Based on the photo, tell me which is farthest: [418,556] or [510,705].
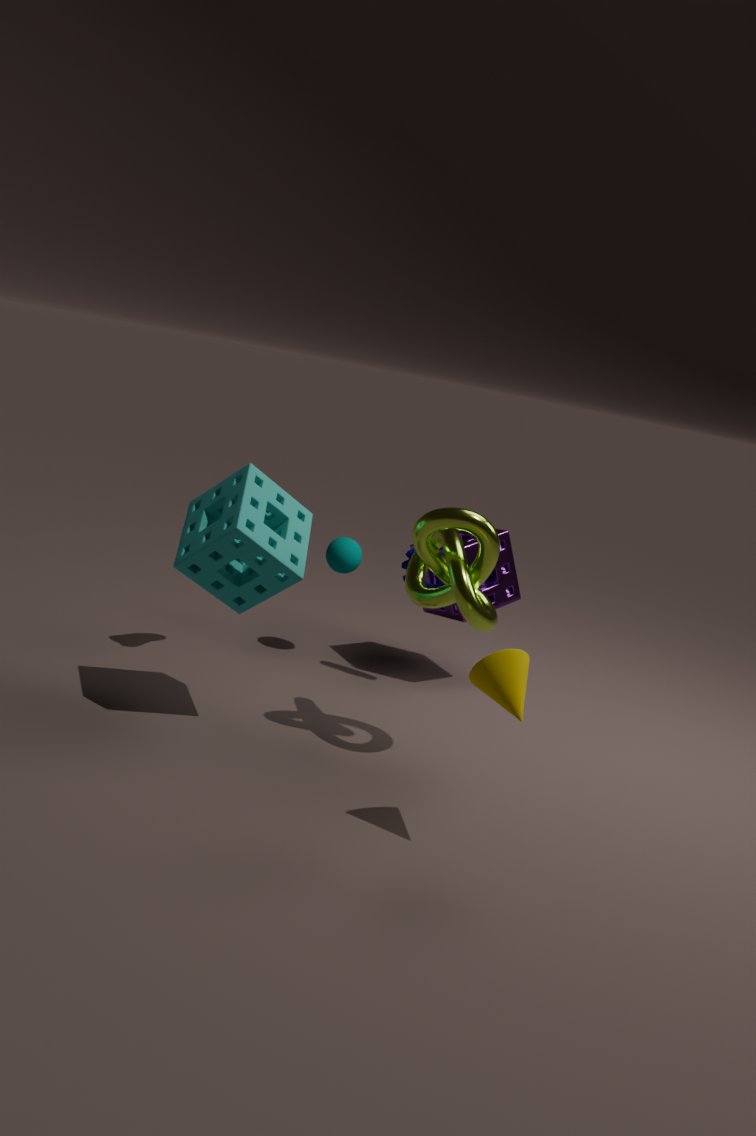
[418,556]
